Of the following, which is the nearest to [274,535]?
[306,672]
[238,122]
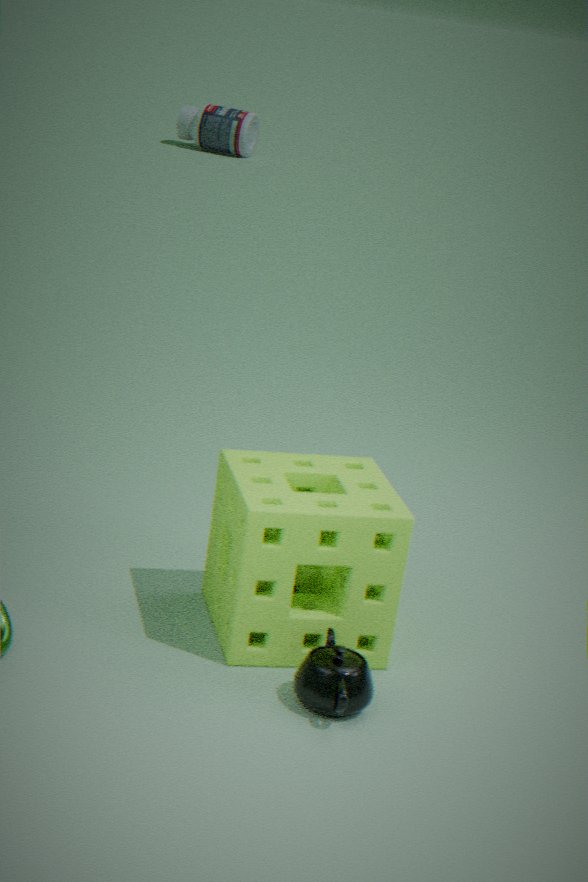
[306,672]
